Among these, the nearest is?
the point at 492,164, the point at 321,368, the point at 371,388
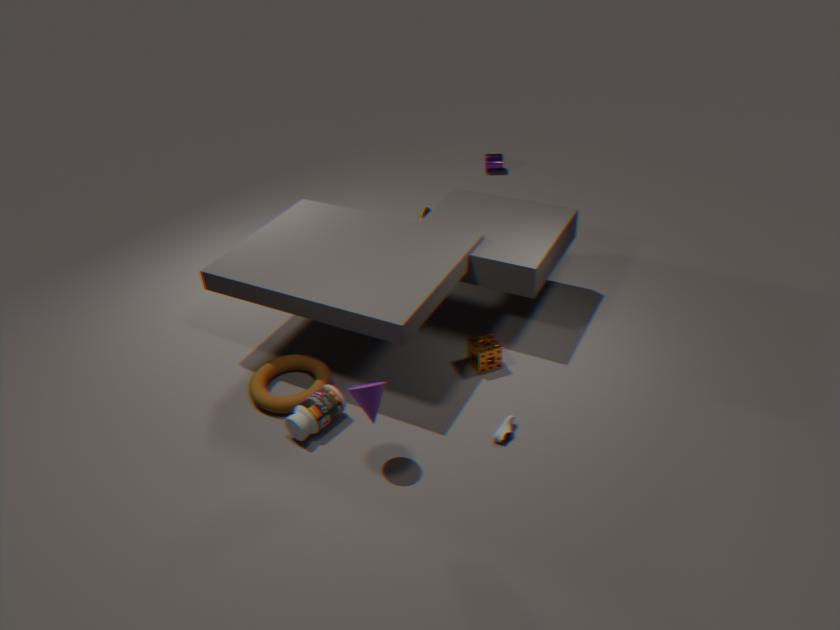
the point at 371,388
